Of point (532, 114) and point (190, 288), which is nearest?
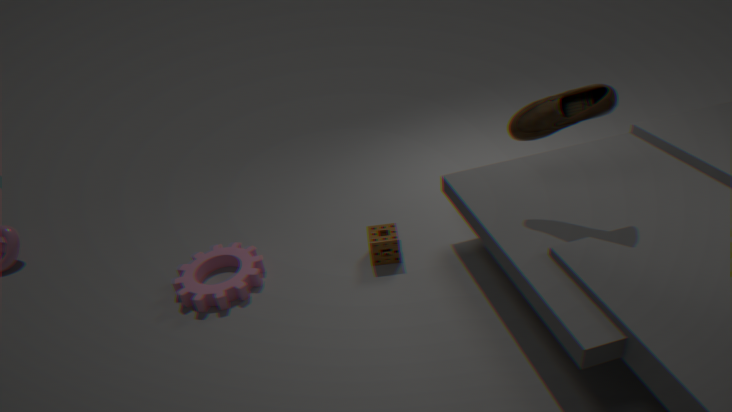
point (532, 114)
